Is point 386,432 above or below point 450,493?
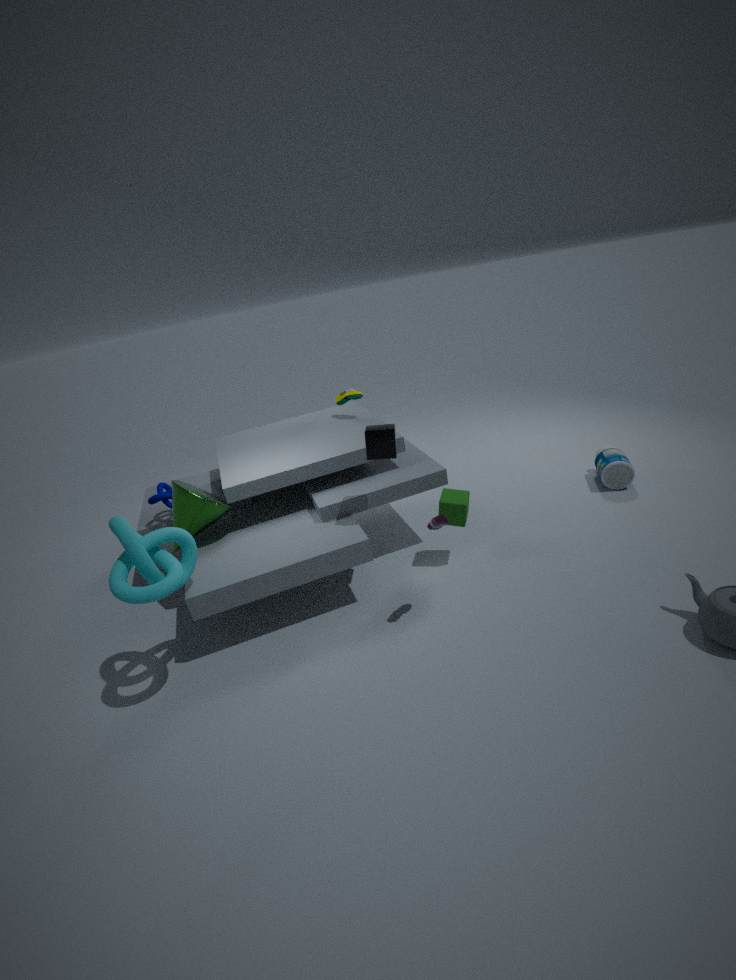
above
